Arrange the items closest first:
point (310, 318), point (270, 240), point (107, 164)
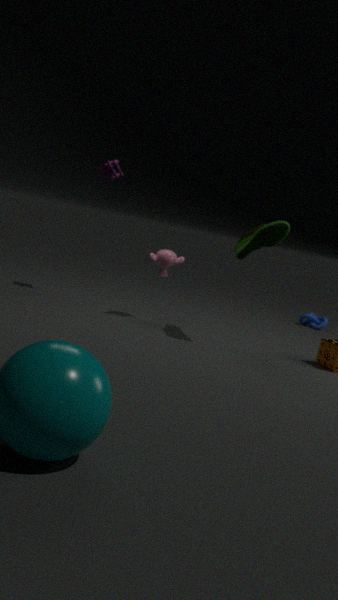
point (270, 240)
point (107, 164)
point (310, 318)
